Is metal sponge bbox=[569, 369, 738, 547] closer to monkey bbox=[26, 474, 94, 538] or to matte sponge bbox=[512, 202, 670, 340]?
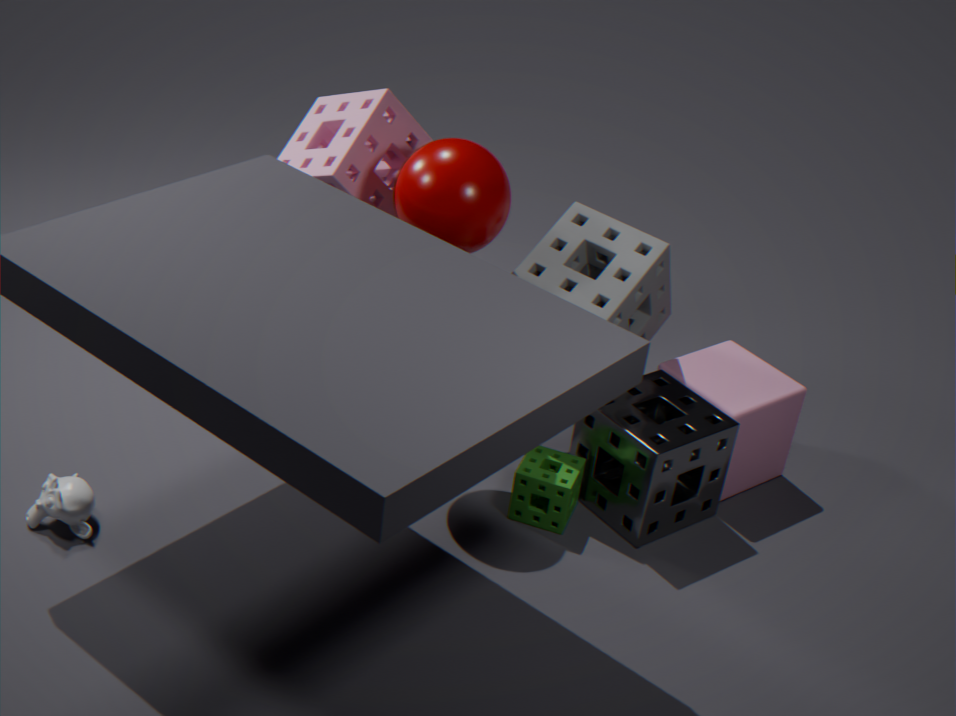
matte sponge bbox=[512, 202, 670, 340]
